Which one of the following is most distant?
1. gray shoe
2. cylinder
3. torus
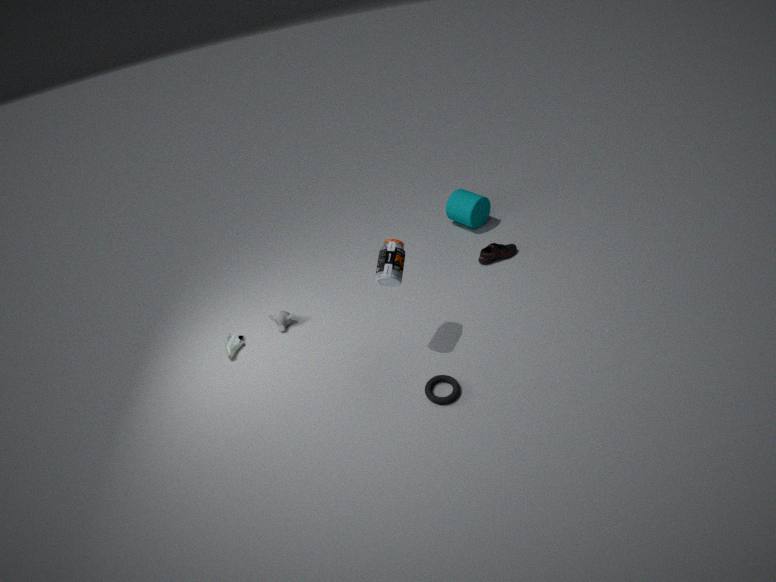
cylinder
